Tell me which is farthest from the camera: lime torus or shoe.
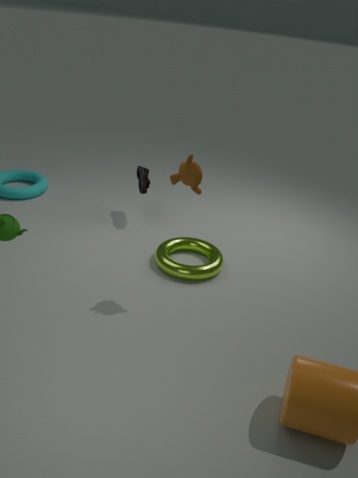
shoe
